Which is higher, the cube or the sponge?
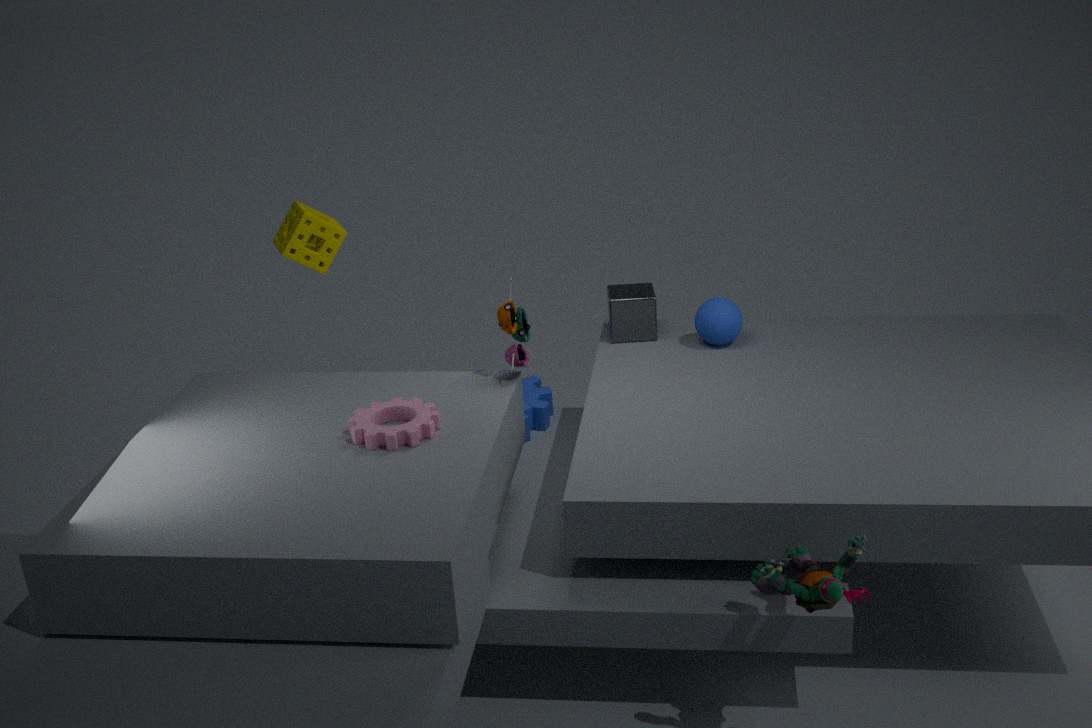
the sponge
